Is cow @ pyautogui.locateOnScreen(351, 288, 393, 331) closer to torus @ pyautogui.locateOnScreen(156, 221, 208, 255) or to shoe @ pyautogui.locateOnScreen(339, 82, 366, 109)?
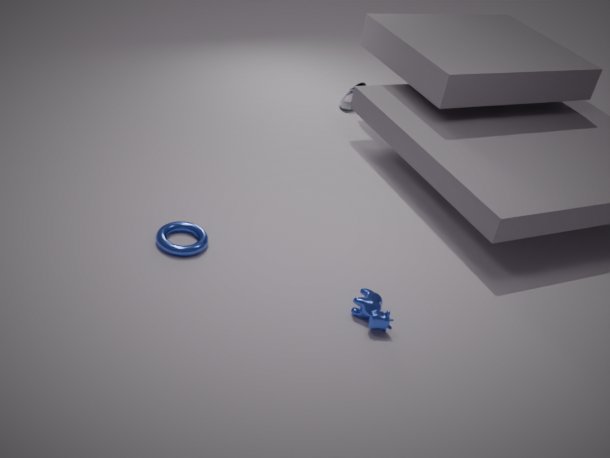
torus @ pyautogui.locateOnScreen(156, 221, 208, 255)
